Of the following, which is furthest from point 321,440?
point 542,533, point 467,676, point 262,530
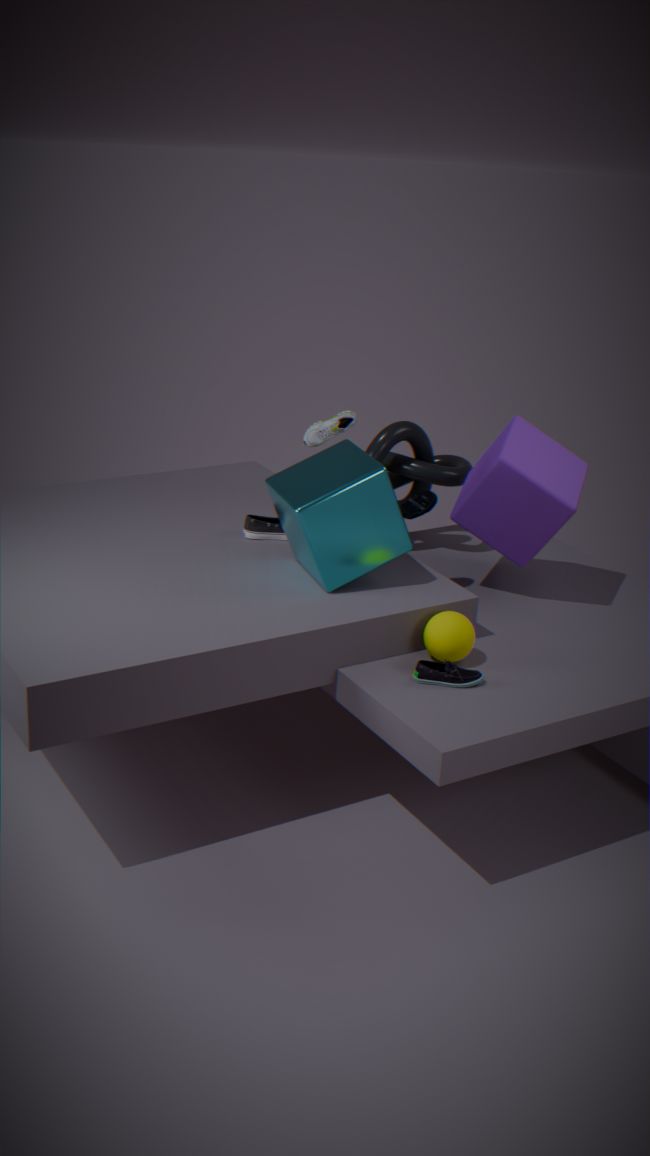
point 467,676
